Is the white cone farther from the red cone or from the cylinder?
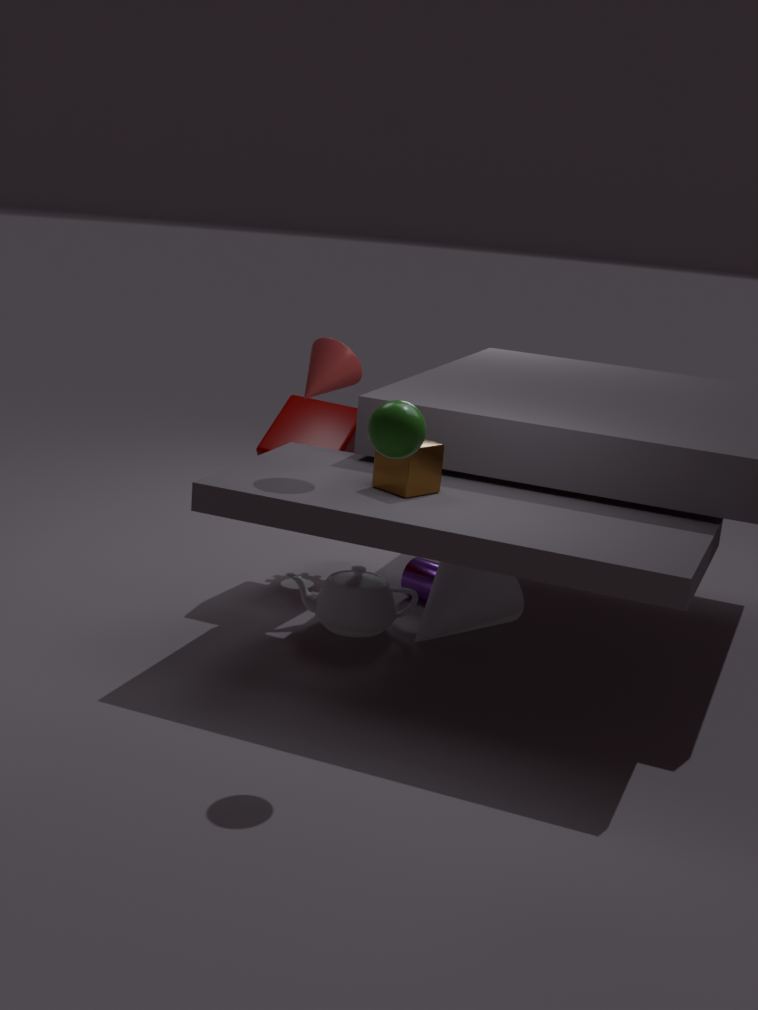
the red cone
